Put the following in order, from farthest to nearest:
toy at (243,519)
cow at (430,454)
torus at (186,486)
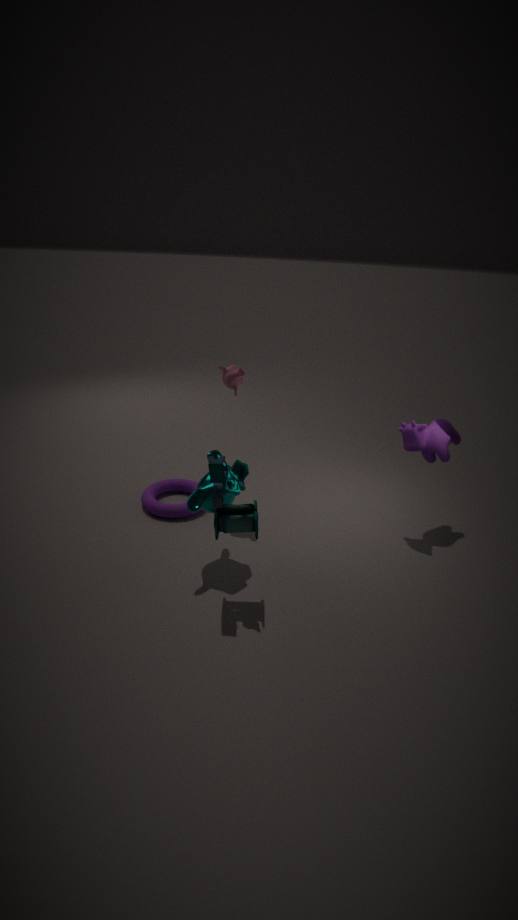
torus at (186,486), cow at (430,454), toy at (243,519)
